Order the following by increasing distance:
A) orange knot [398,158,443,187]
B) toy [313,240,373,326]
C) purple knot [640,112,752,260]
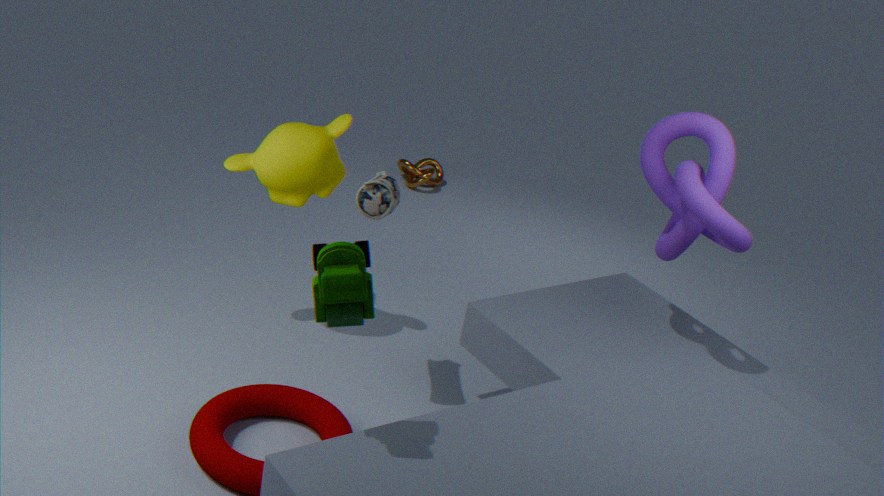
toy [313,240,373,326]
purple knot [640,112,752,260]
orange knot [398,158,443,187]
